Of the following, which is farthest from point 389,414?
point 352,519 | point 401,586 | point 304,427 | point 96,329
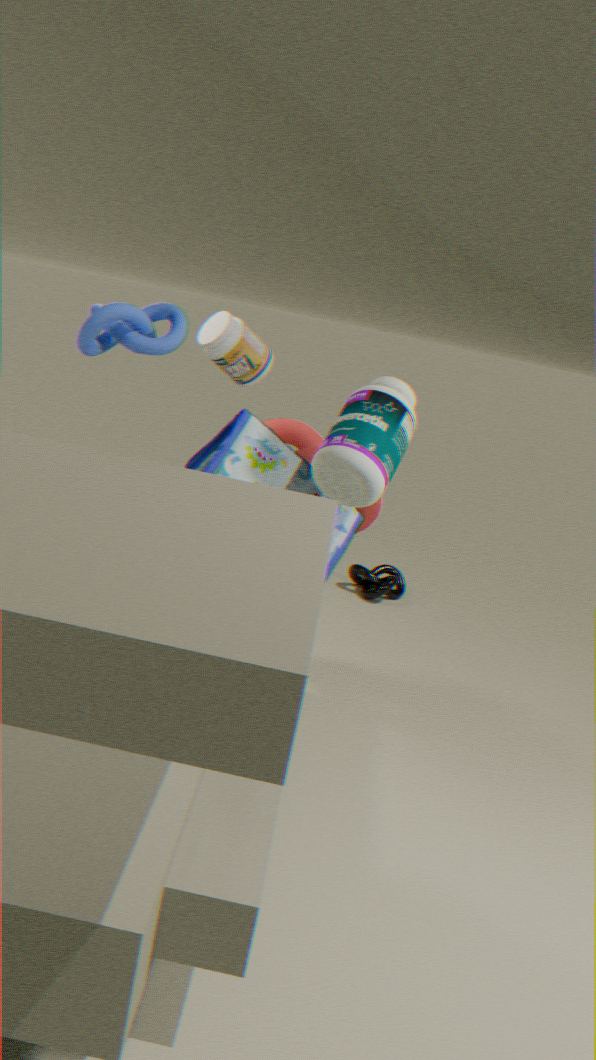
point 401,586
